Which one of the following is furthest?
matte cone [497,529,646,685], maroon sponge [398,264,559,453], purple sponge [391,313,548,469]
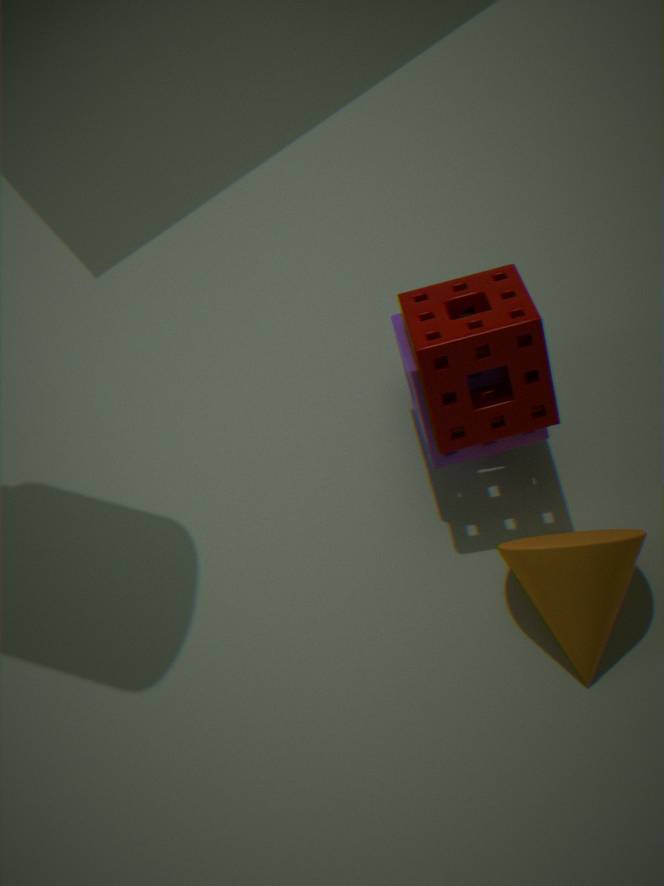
purple sponge [391,313,548,469]
